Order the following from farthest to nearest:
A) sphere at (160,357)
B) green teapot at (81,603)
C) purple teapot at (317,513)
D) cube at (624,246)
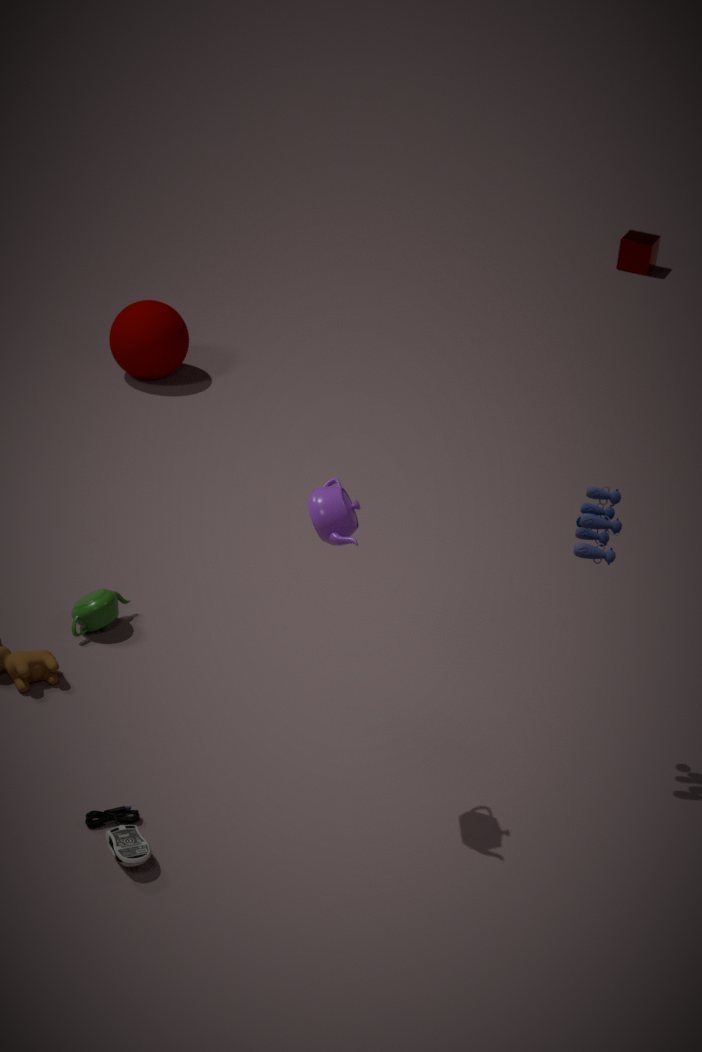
cube at (624,246) → sphere at (160,357) → green teapot at (81,603) → purple teapot at (317,513)
